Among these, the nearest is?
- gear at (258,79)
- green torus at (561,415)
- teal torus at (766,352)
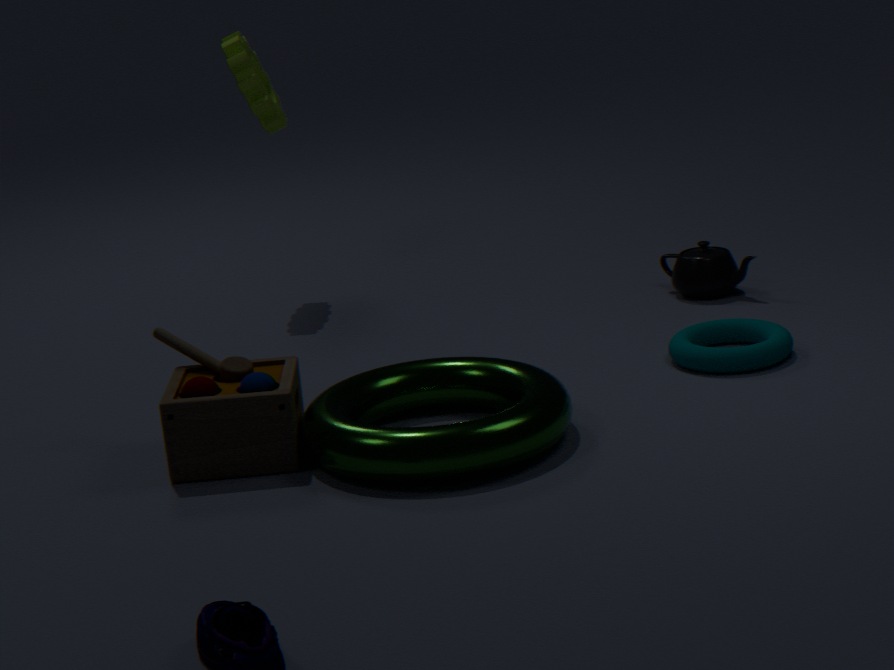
green torus at (561,415)
